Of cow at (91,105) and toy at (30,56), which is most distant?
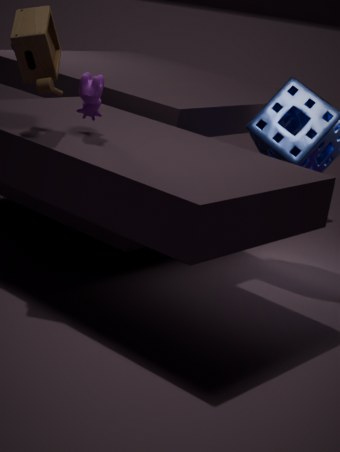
cow at (91,105)
